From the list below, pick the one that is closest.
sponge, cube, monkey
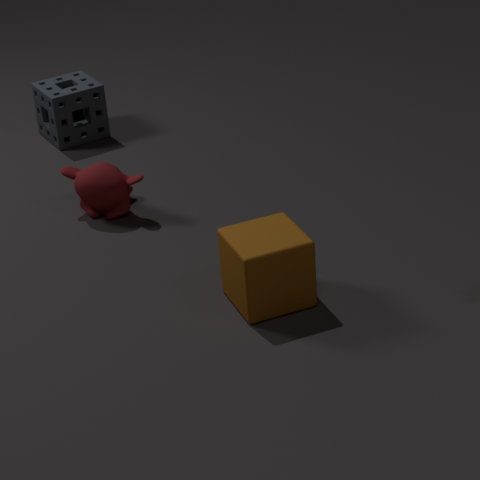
cube
